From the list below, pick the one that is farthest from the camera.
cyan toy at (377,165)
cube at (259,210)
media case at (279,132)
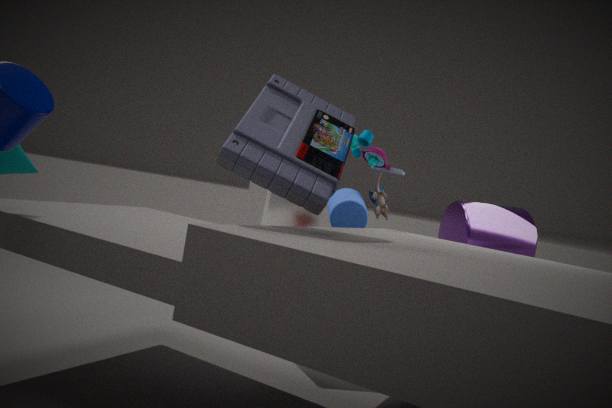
cube at (259,210)
